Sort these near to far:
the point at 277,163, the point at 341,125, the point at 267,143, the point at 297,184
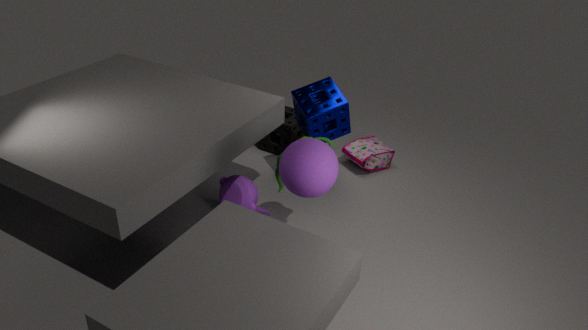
the point at 297,184
the point at 277,163
the point at 341,125
the point at 267,143
